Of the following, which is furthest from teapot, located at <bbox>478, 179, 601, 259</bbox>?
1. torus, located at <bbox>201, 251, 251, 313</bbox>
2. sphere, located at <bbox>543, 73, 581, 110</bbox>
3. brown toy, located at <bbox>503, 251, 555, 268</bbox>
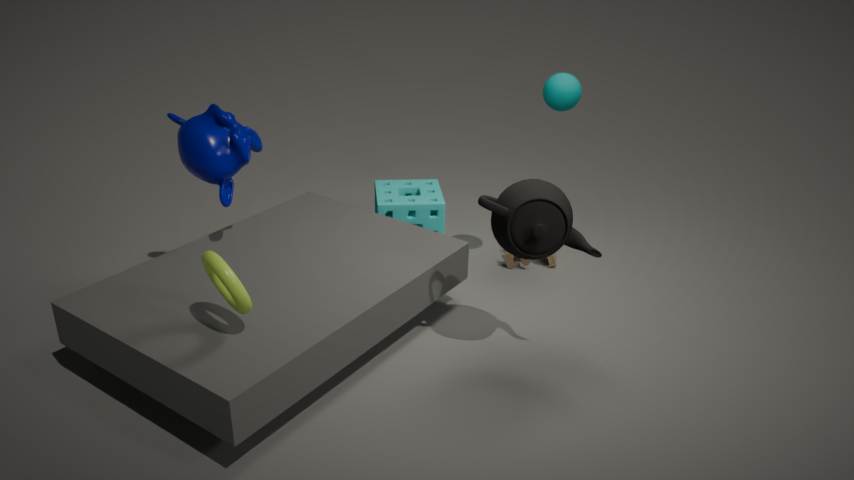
torus, located at <bbox>201, 251, 251, 313</bbox>
